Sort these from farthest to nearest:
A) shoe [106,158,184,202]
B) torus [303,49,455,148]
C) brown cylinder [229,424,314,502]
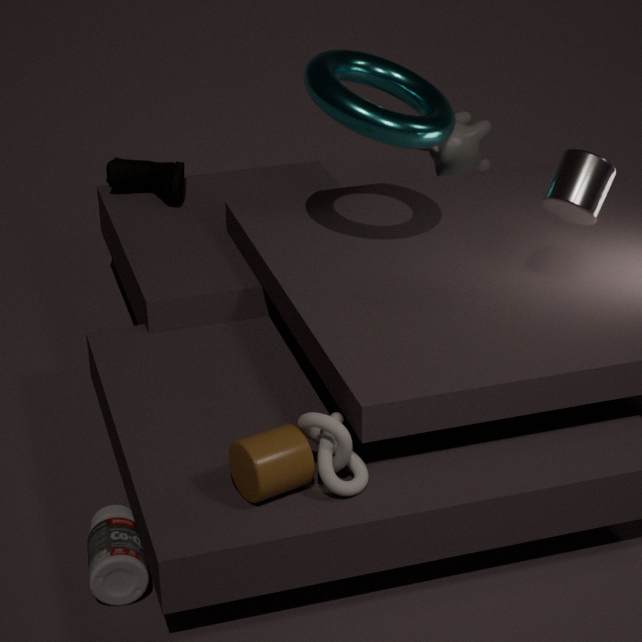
1. shoe [106,158,184,202]
2. torus [303,49,455,148]
3. brown cylinder [229,424,314,502]
